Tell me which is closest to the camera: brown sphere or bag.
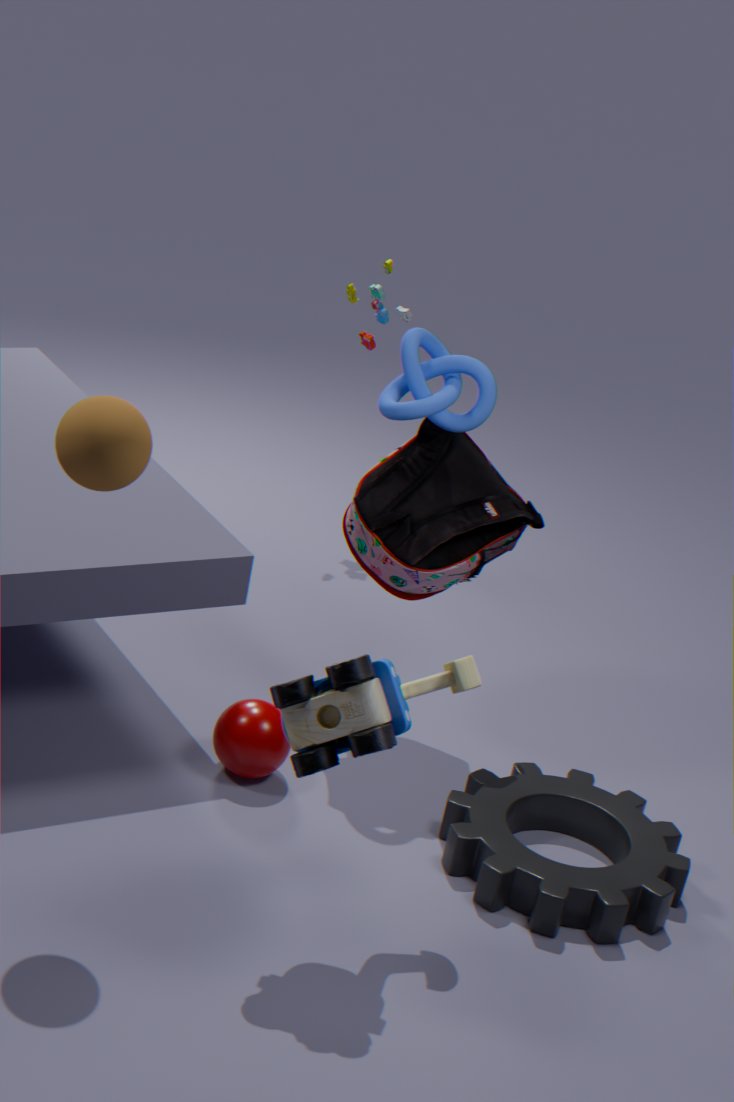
brown sphere
